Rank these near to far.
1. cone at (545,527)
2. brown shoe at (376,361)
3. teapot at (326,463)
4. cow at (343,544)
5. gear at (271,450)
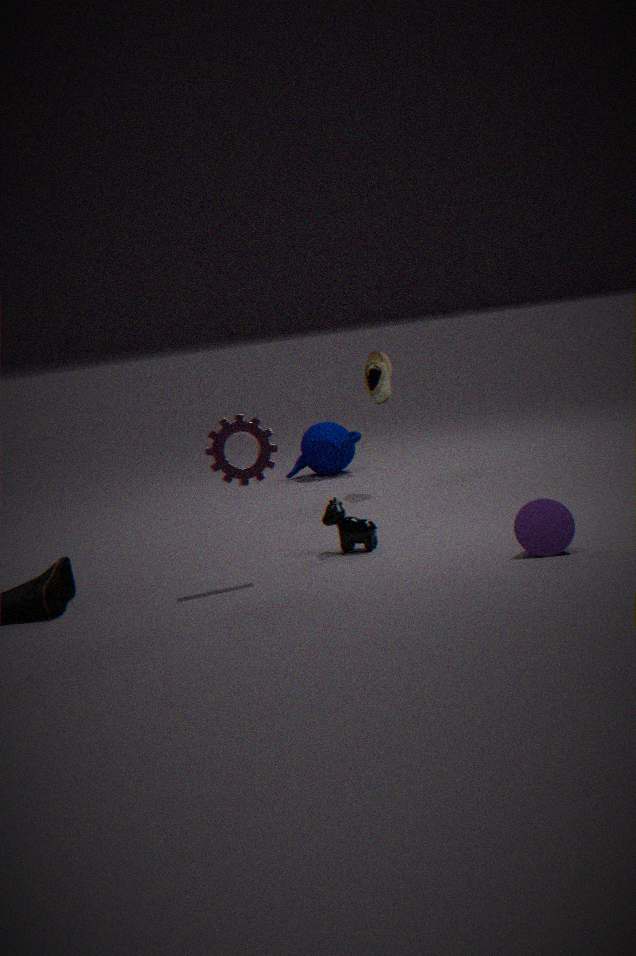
cone at (545,527), gear at (271,450), cow at (343,544), brown shoe at (376,361), teapot at (326,463)
